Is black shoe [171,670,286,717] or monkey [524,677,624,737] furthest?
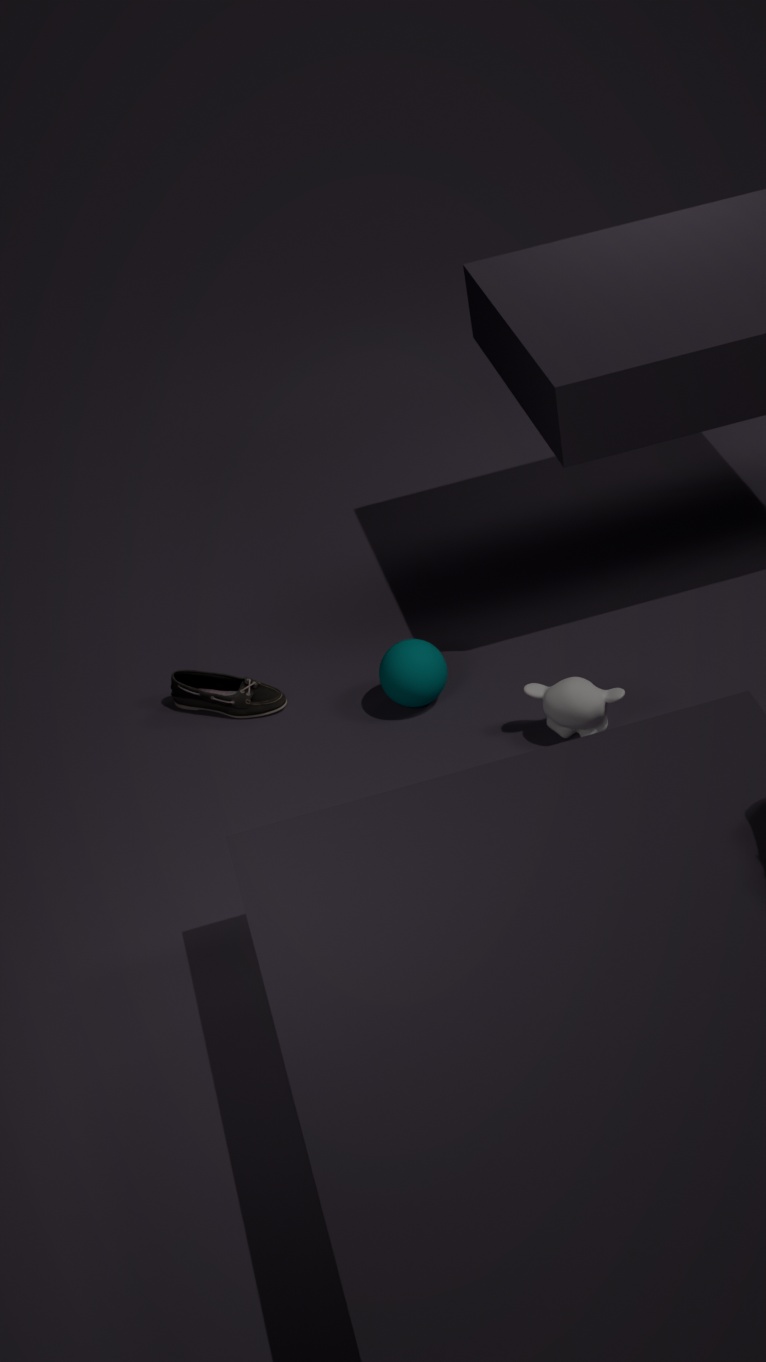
black shoe [171,670,286,717]
